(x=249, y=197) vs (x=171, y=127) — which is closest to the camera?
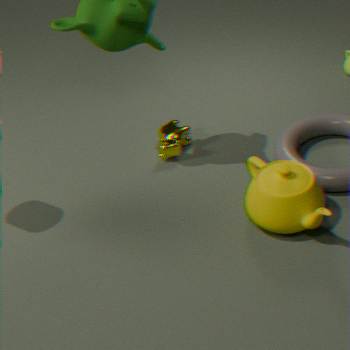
(x=249, y=197)
